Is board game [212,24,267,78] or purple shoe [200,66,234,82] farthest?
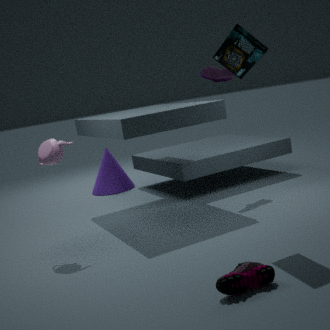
purple shoe [200,66,234,82]
